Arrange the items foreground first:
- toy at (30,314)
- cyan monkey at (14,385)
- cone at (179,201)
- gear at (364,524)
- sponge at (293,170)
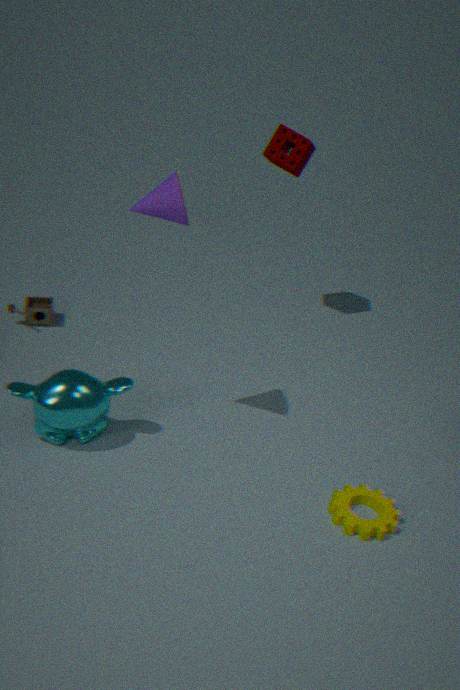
cone at (179,201), gear at (364,524), cyan monkey at (14,385), sponge at (293,170), toy at (30,314)
